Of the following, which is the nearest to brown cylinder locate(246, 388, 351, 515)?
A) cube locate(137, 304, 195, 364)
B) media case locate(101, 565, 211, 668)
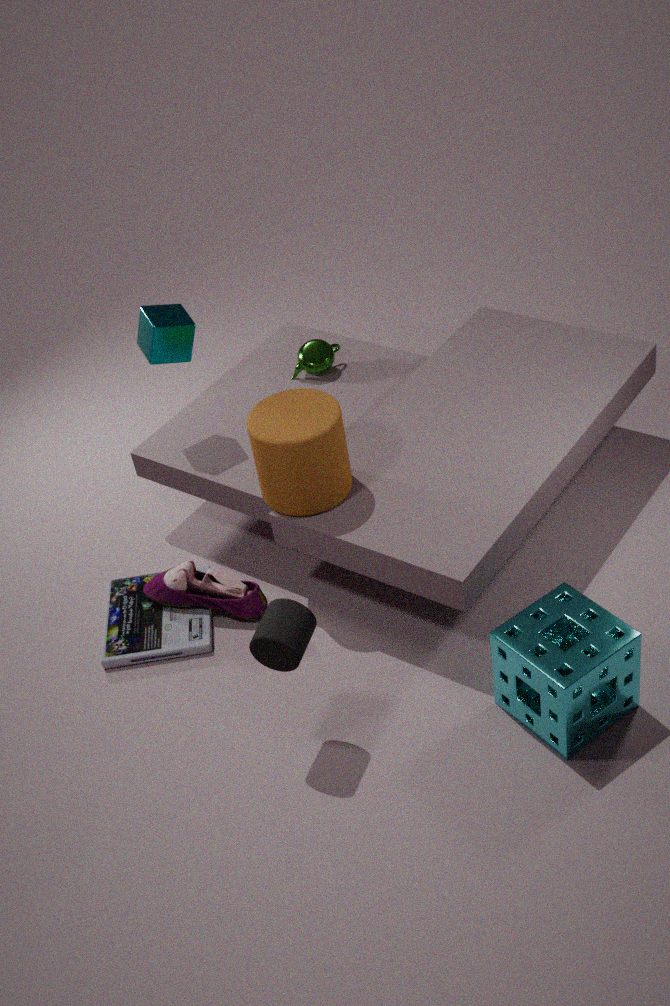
cube locate(137, 304, 195, 364)
